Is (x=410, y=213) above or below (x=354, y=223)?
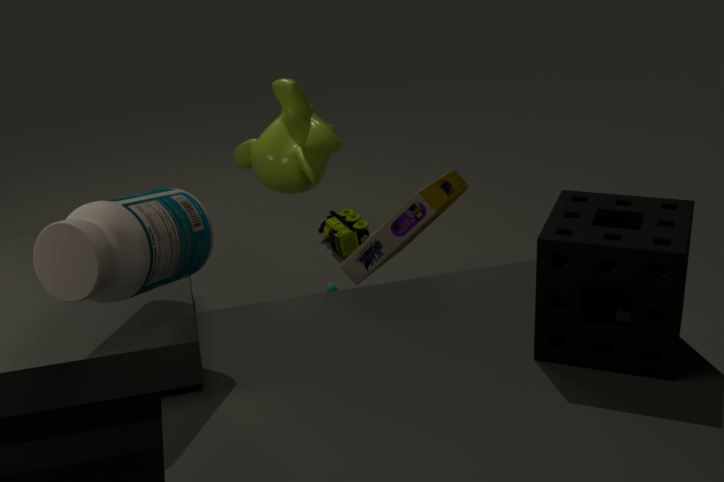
above
